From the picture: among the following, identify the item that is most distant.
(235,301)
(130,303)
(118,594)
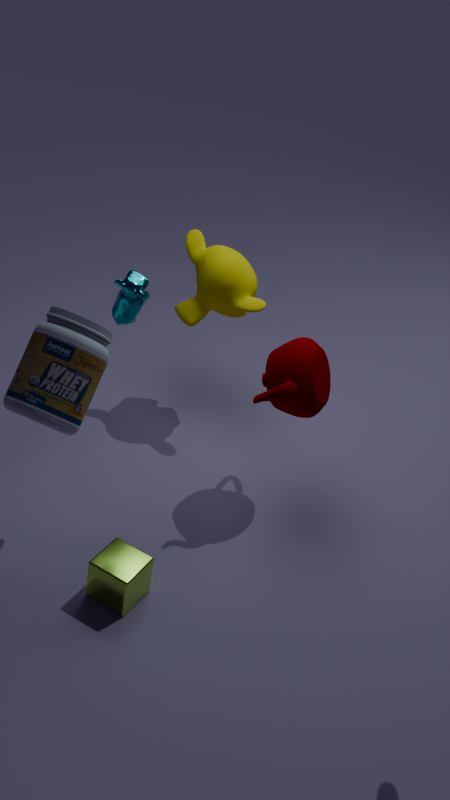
(235,301)
